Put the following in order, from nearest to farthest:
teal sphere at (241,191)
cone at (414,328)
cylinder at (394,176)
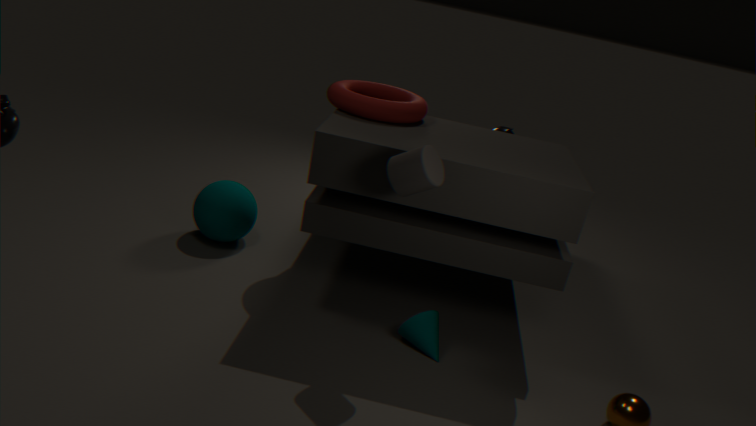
cylinder at (394,176) < cone at (414,328) < teal sphere at (241,191)
